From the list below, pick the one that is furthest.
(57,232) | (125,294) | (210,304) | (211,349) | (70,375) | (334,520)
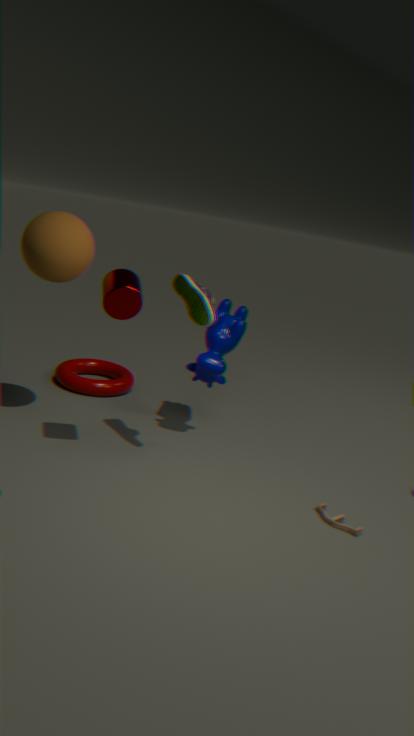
(70,375)
